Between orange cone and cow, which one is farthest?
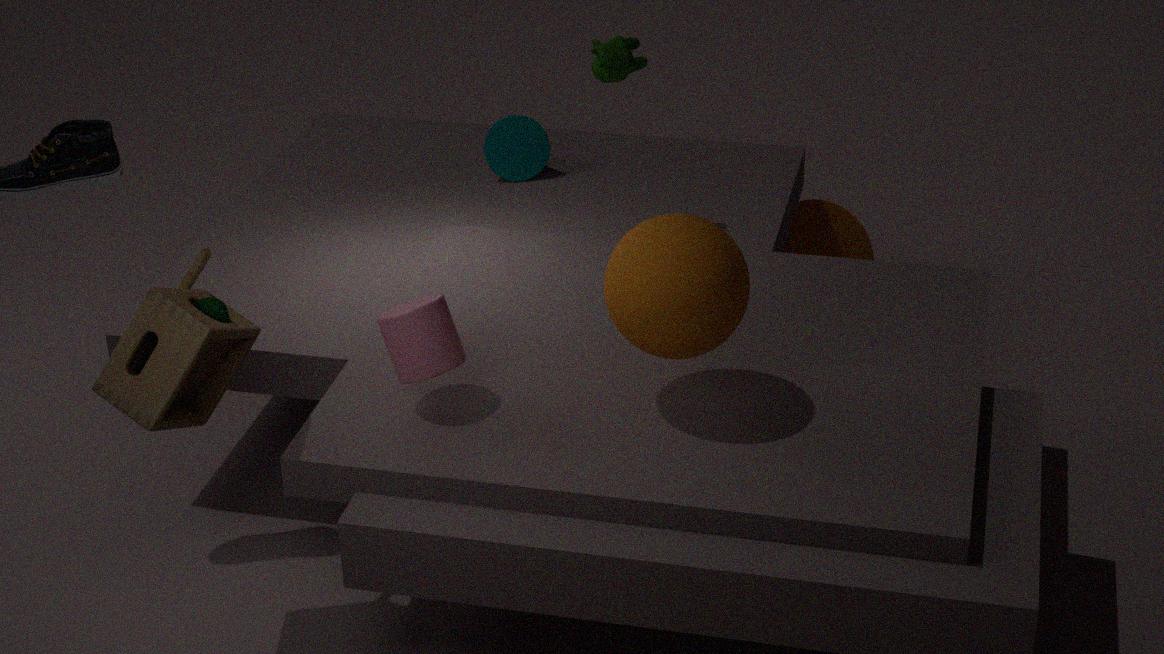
orange cone
